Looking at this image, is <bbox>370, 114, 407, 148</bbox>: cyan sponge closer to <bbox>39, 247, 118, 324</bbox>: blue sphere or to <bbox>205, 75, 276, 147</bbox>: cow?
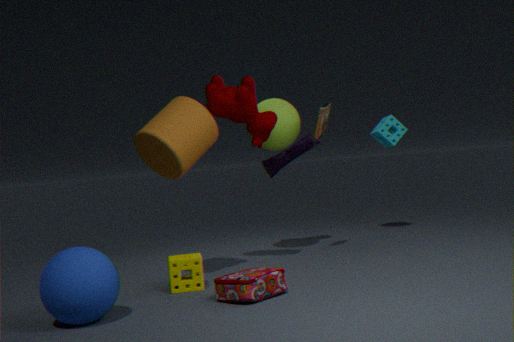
<bbox>205, 75, 276, 147</bbox>: cow
